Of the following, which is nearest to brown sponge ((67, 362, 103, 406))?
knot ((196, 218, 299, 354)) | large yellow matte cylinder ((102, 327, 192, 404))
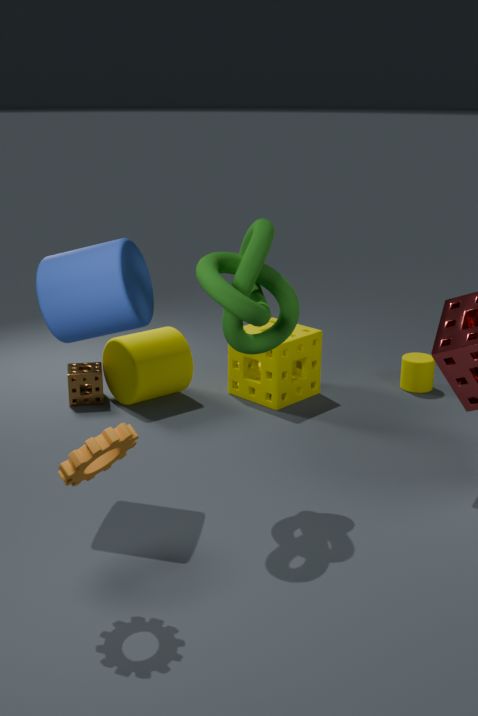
large yellow matte cylinder ((102, 327, 192, 404))
